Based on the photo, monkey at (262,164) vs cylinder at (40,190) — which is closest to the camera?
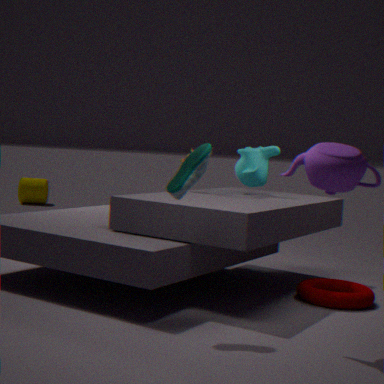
monkey at (262,164)
